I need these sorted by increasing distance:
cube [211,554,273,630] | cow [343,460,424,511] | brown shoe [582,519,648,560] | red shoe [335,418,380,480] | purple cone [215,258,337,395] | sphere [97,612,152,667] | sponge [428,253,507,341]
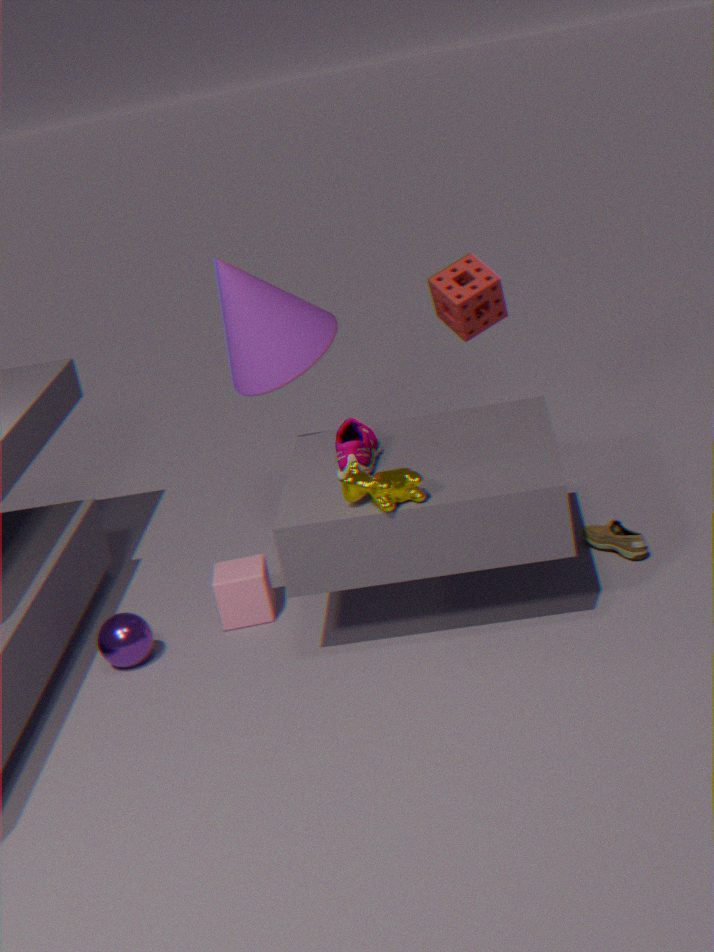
cow [343,460,424,511]
red shoe [335,418,380,480]
sphere [97,612,152,667]
brown shoe [582,519,648,560]
cube [211,554,273,630]
sponge [428,253,507,341]
purple cone [215,258,337,395]
